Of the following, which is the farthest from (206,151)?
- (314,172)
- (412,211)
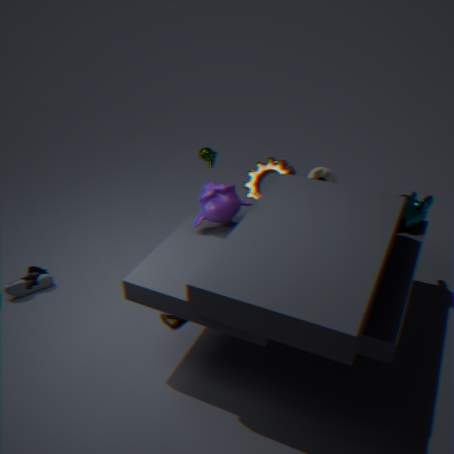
(412,211)
